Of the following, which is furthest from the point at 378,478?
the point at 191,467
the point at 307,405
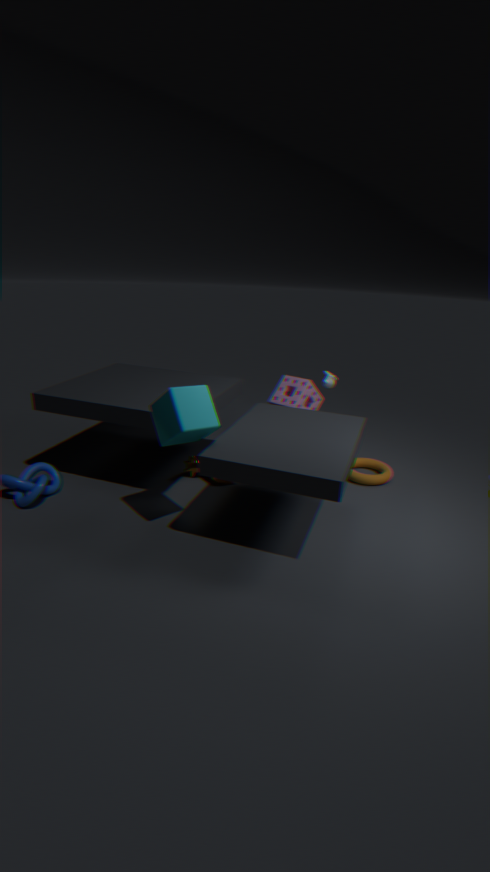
the point at 191,467
